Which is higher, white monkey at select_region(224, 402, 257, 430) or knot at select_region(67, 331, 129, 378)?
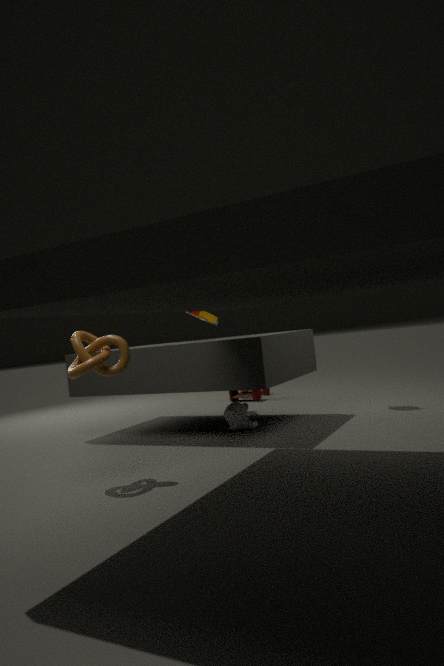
knot at select_region(67, 331, 129, 378)
